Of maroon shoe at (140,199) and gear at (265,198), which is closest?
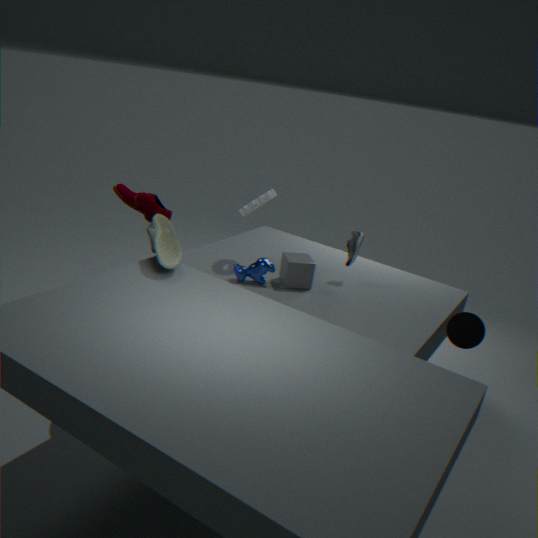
maroon shoe at (140,199)
